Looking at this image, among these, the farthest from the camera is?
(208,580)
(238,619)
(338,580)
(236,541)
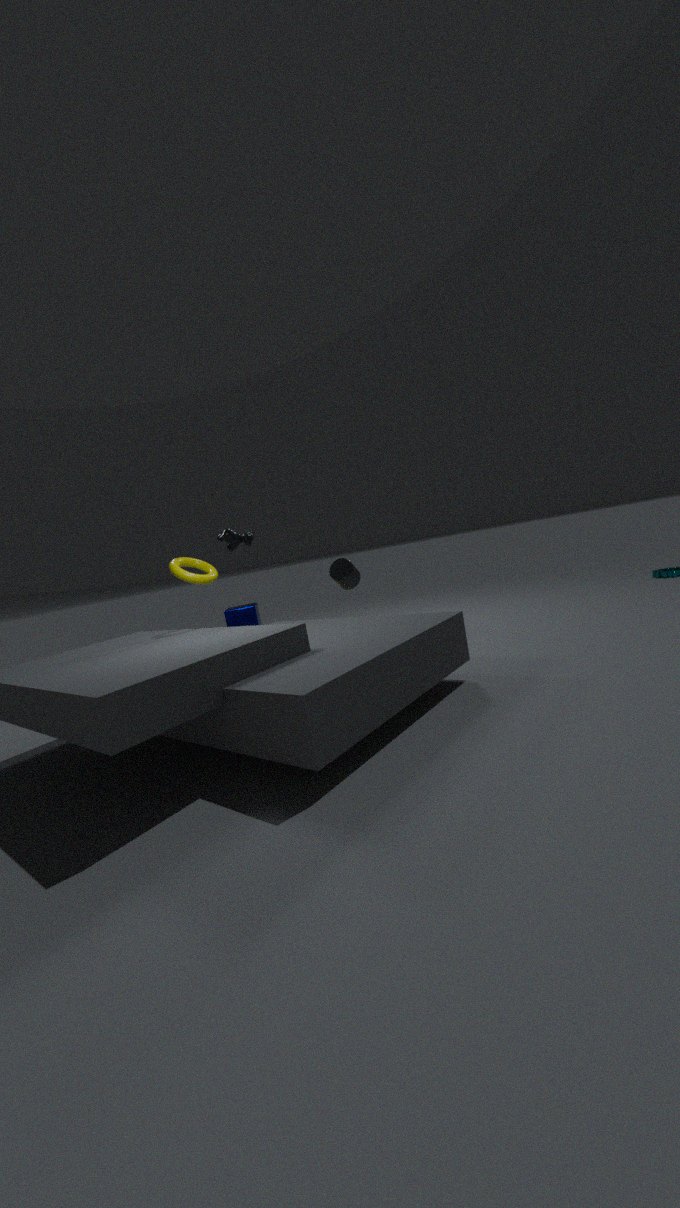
(236,541)
